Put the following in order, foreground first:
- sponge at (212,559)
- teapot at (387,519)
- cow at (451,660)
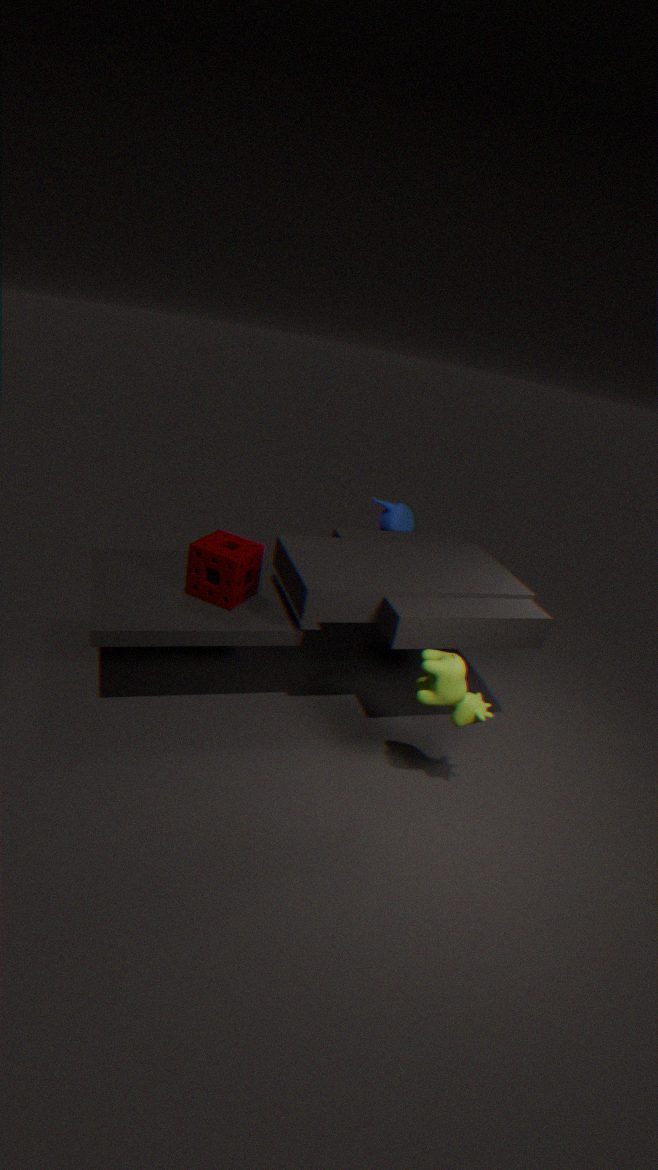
cow at (451,660) → sponge at (212,559) → teapot at (387,519)
